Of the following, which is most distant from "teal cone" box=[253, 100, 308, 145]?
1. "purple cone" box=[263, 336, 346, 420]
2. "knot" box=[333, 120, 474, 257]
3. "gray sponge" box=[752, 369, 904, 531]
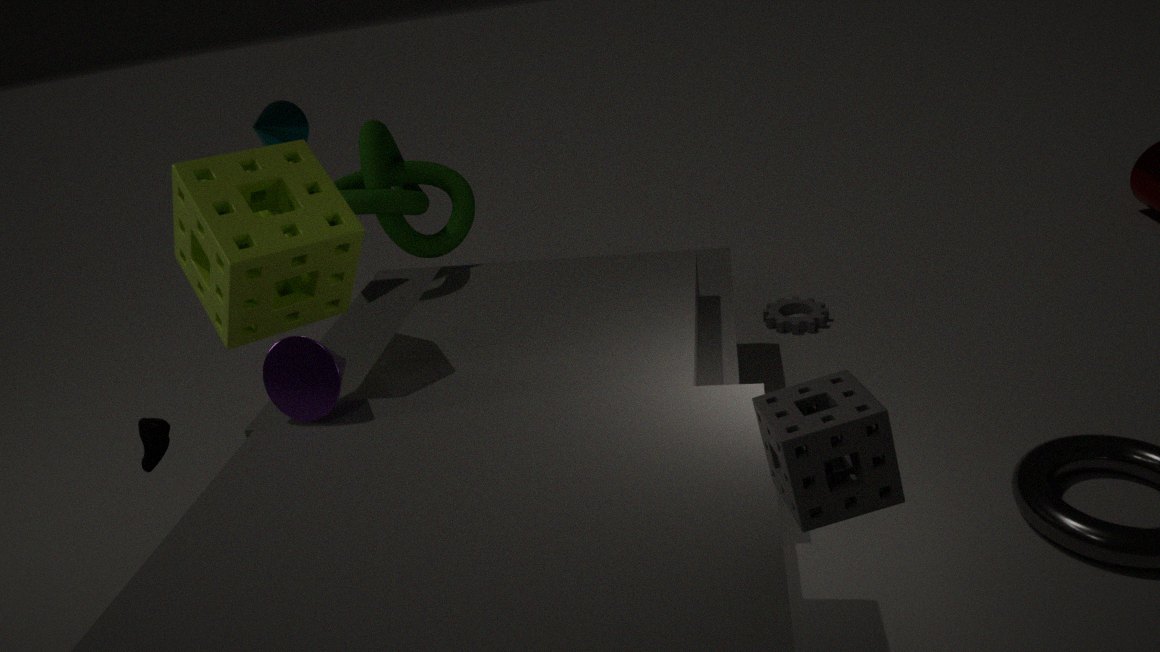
"gray sponge" box=[752, 369, 904, 531]
